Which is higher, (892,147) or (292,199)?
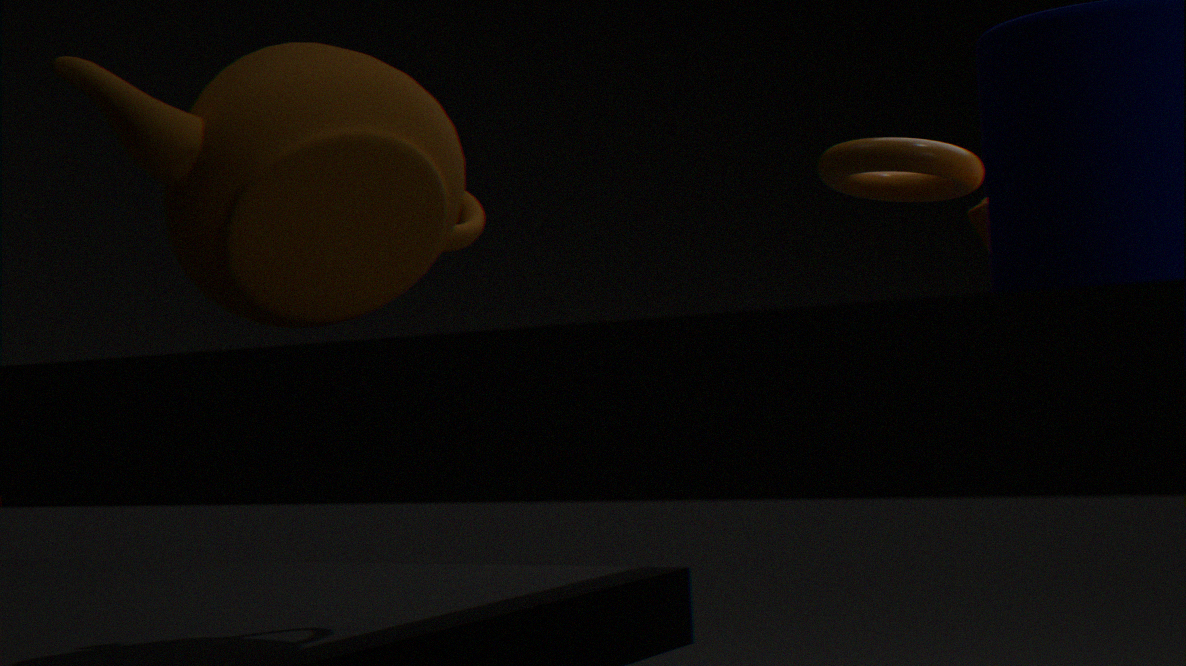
(892,147)
